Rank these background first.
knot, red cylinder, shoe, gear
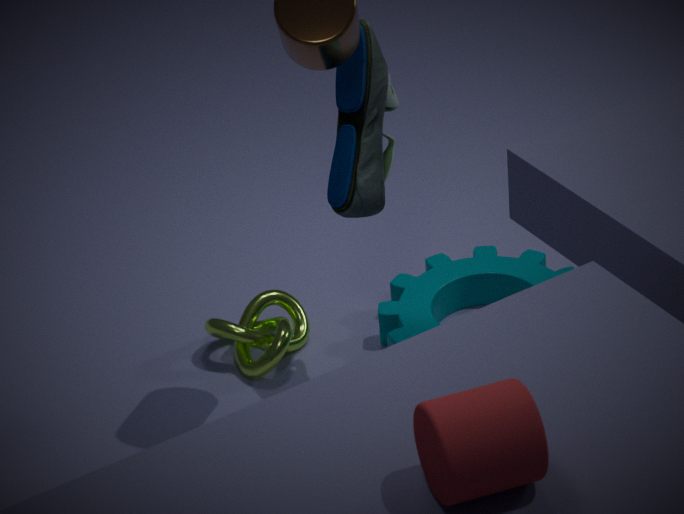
gear, knot, shoe, red cylinder
